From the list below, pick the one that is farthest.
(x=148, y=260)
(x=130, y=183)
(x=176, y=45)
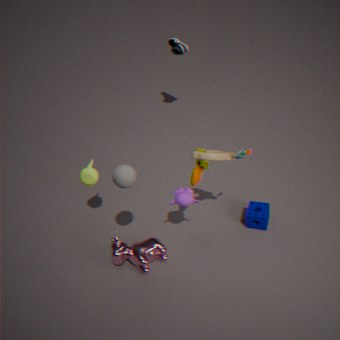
(x=176, y=45)
